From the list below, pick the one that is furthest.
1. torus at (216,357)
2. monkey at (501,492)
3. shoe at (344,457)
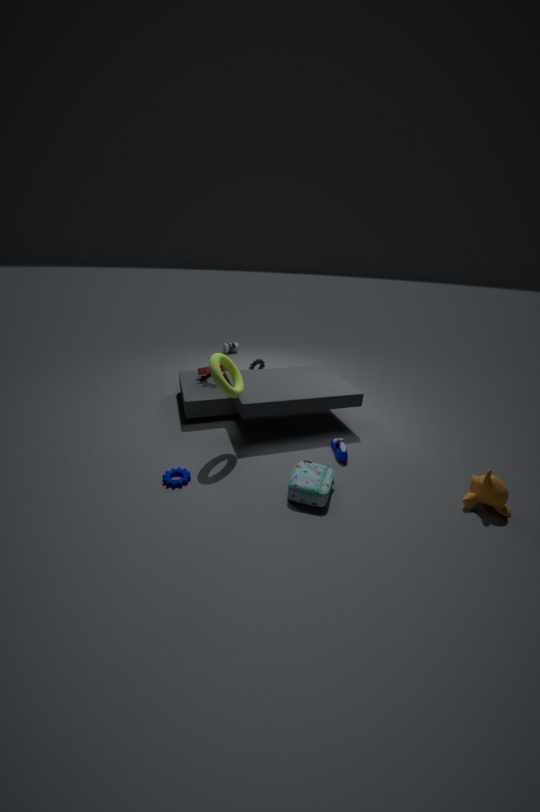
shoe at (344,457)
